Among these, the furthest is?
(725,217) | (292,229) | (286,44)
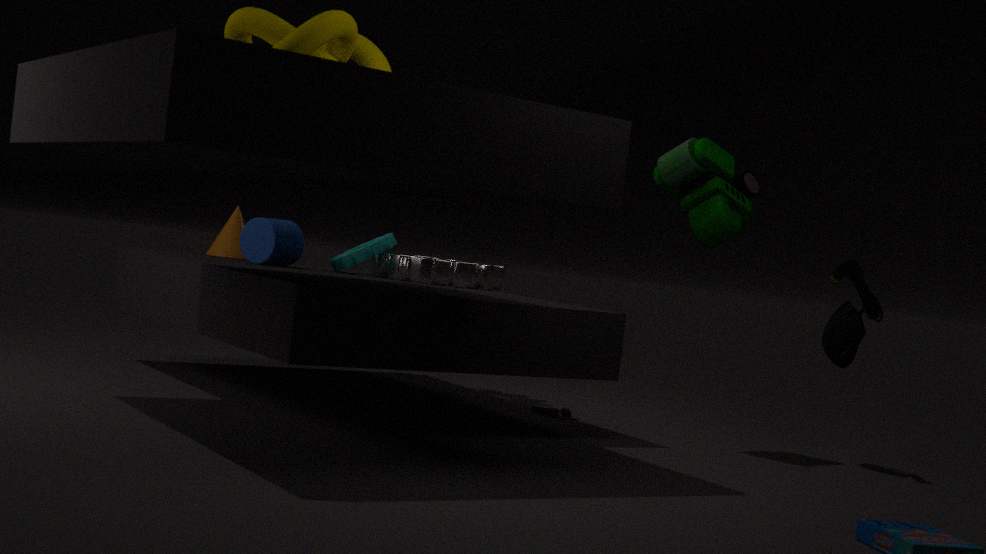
(292,229)
